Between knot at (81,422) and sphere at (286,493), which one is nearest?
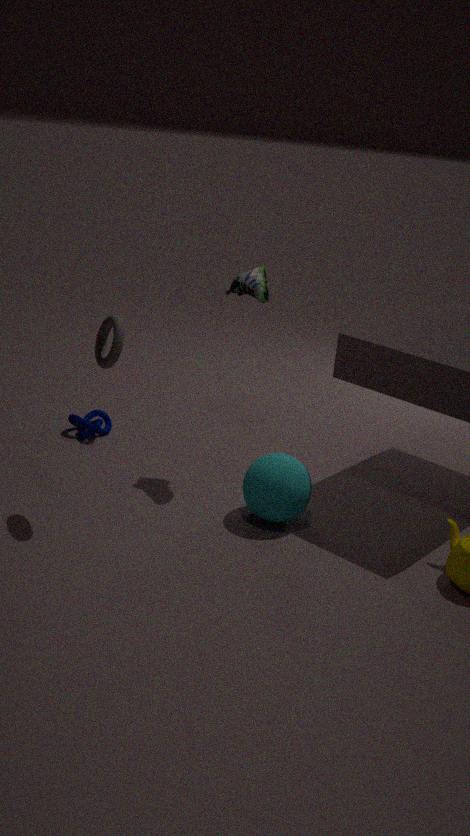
sphere at (286,493)
